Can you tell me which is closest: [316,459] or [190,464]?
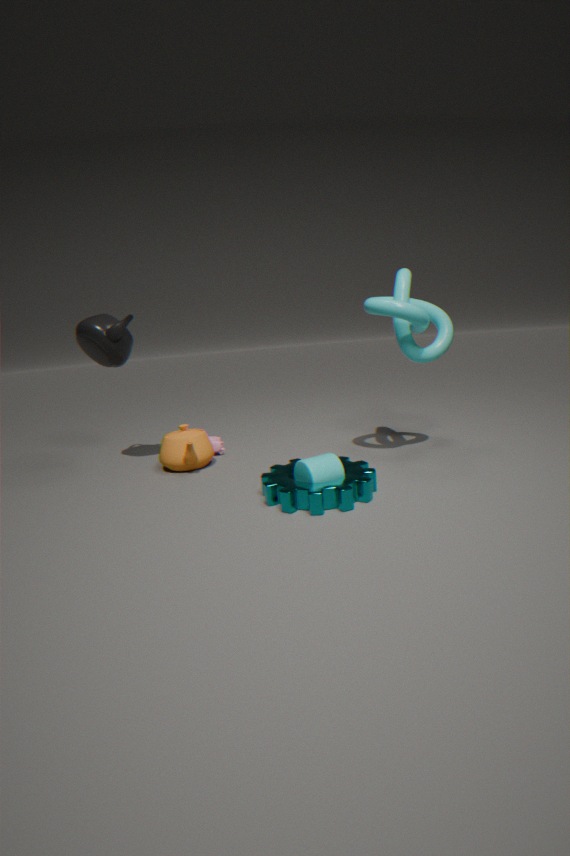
[316,459]
